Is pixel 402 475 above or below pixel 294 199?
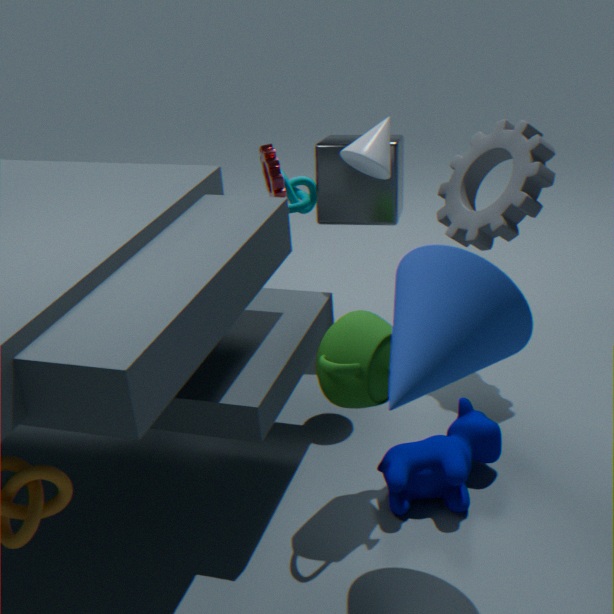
below
